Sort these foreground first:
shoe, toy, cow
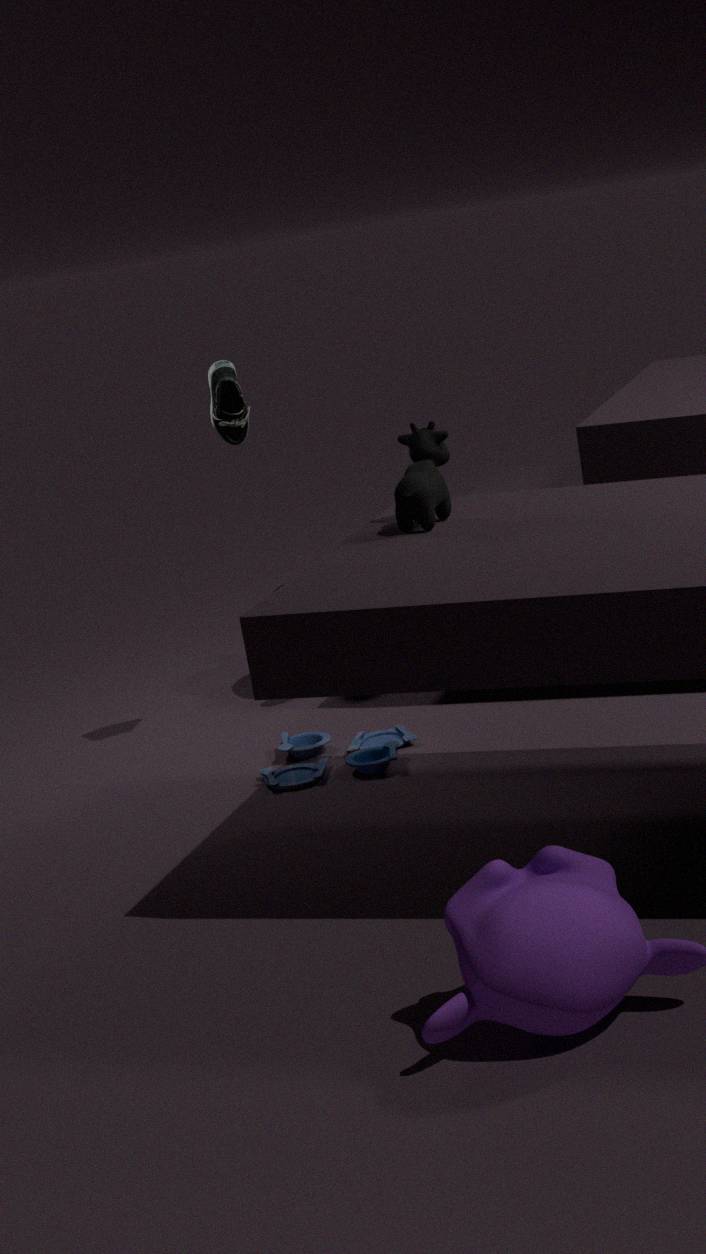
1. cow
2. toy
3. shoe
